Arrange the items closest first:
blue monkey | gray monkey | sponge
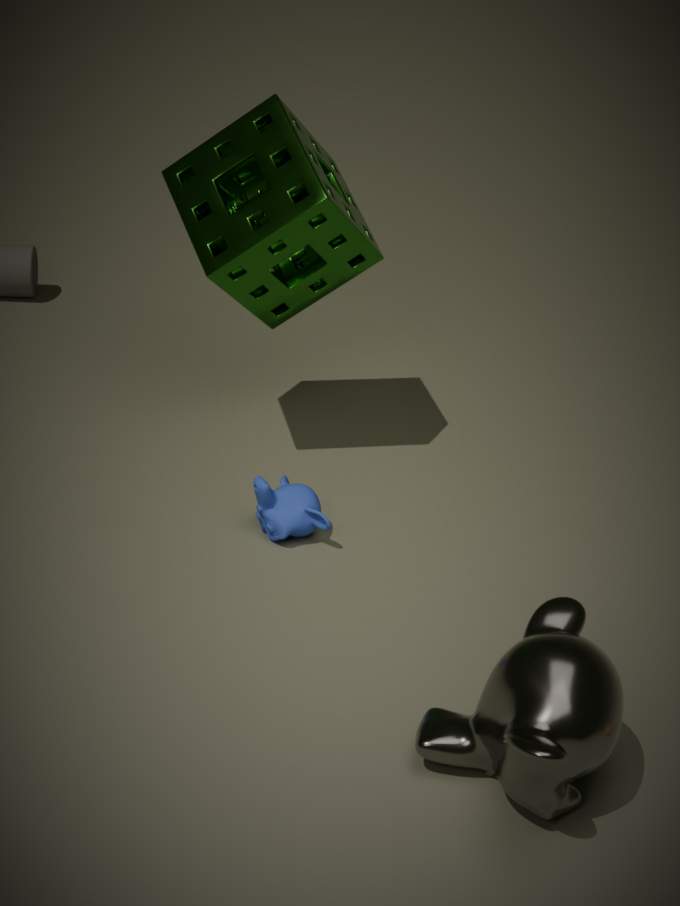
gray monkey → blue monkey → sponge
